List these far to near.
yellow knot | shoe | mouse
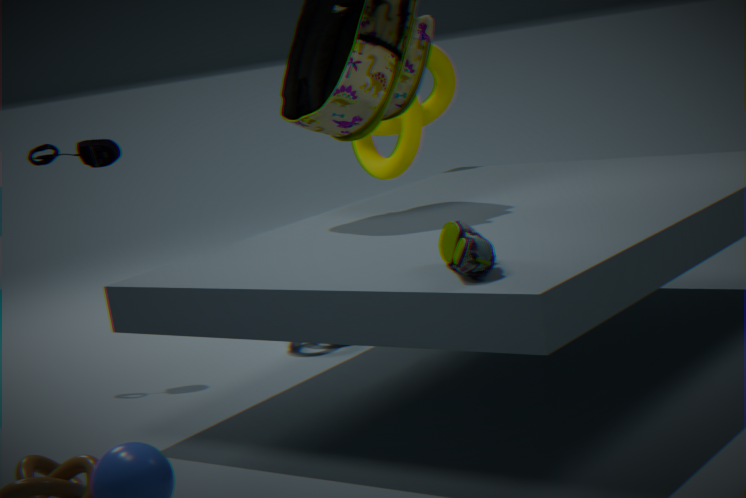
yellow knot
mouse
shoe
